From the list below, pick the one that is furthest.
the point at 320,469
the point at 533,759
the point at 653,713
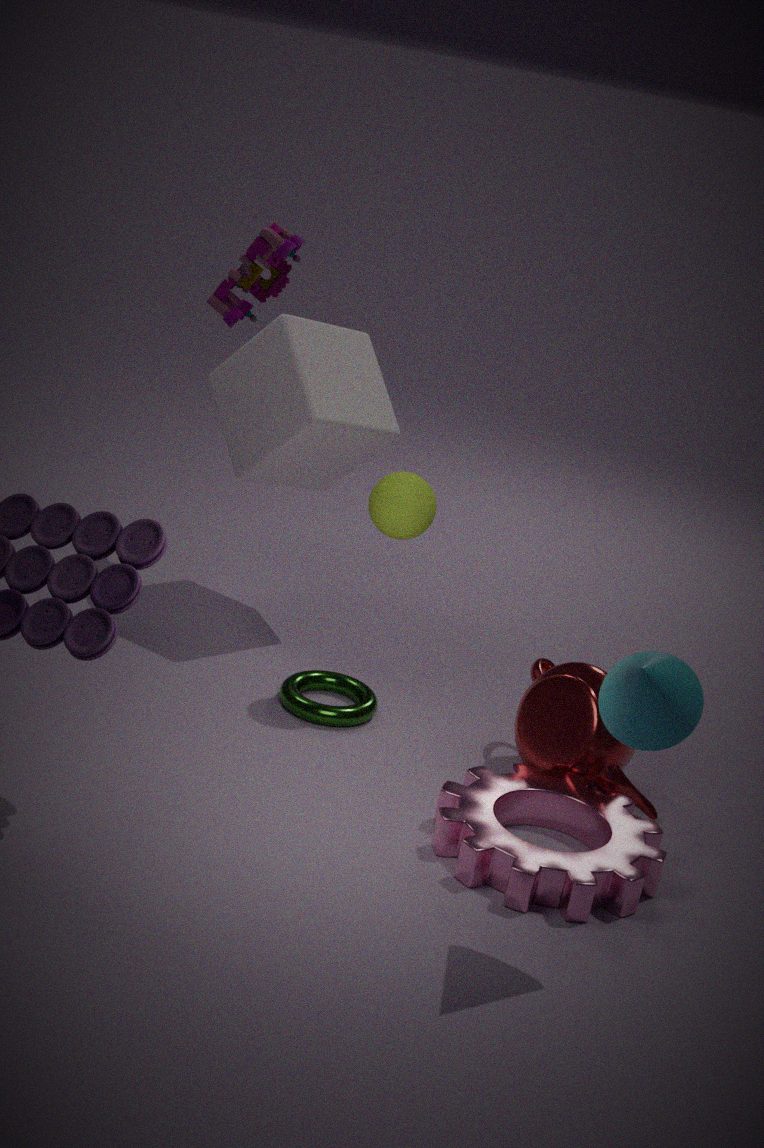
the point at 320,469
